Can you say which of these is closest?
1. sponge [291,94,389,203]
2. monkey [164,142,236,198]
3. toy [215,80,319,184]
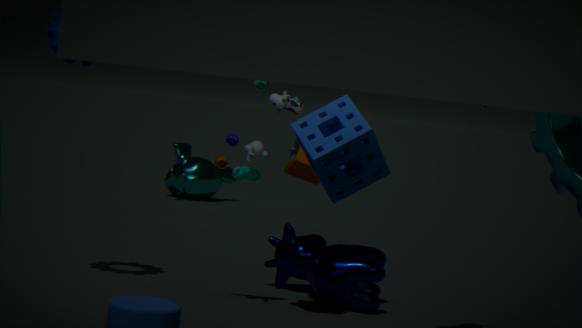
sponge [291,94,389,203]
